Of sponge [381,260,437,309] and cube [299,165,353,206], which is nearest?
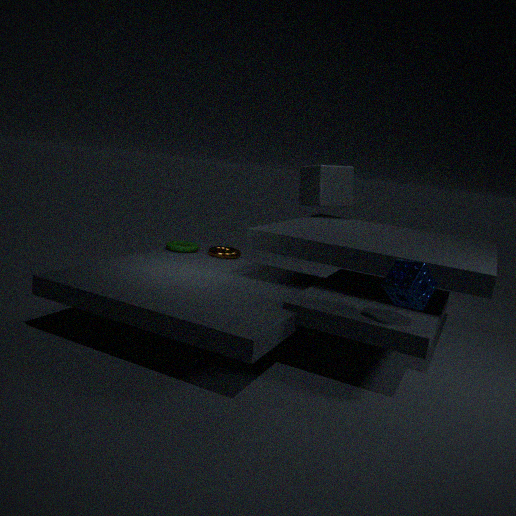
sponge [381,260,437,309]
